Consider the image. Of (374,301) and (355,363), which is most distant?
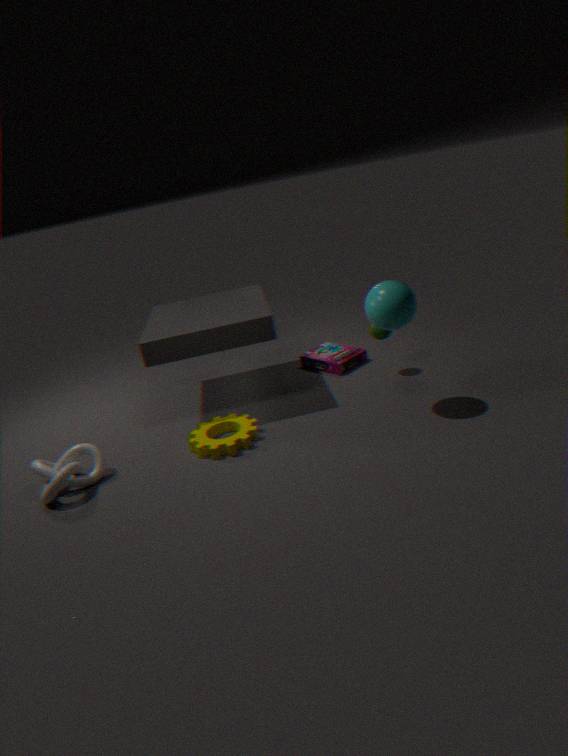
(355,363)
